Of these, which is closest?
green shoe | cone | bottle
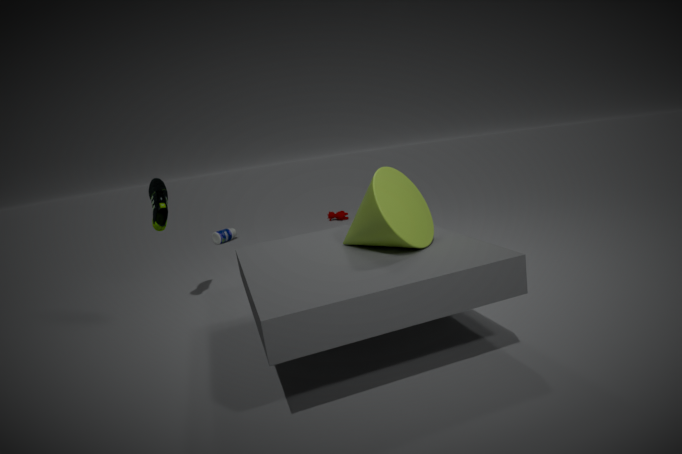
cone
